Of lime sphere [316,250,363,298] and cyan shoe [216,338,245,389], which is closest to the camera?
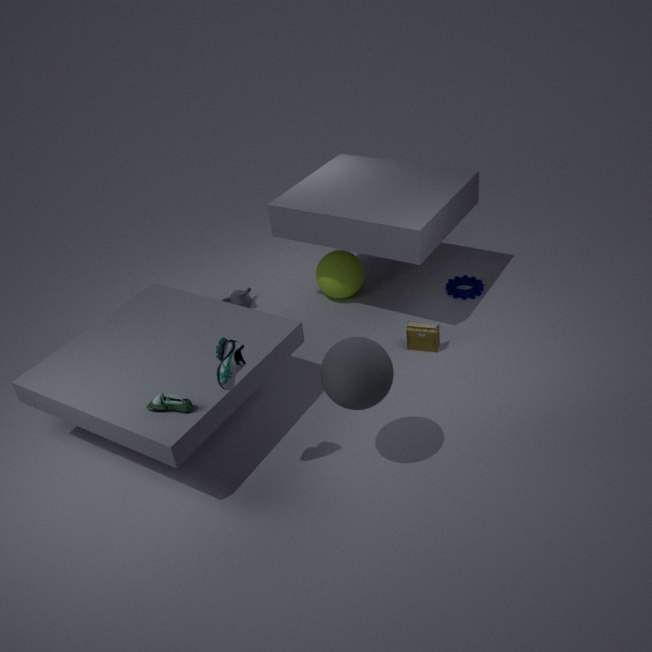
cyan shoe [216,338,245,389]
